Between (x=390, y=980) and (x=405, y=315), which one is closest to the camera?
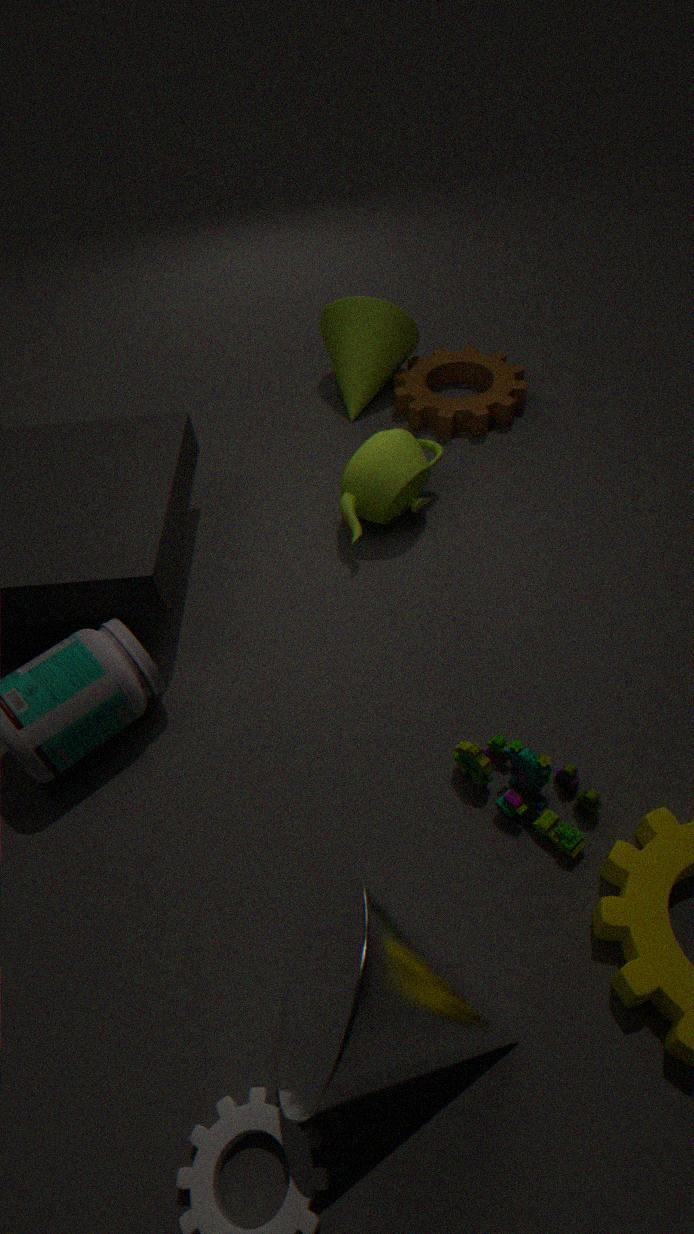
(x=390, y=980)
